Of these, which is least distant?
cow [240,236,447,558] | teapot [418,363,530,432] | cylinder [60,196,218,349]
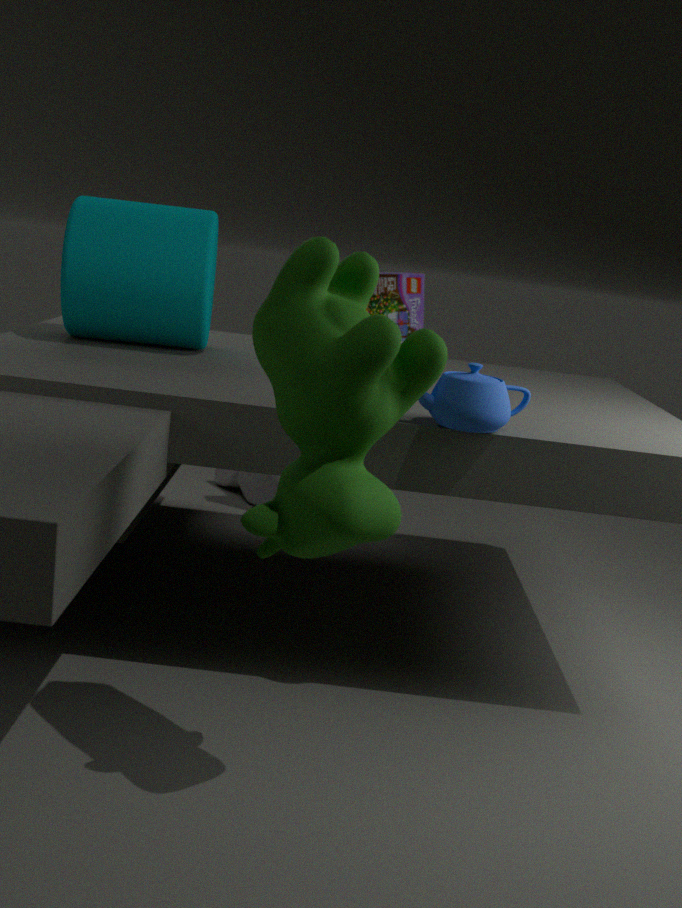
cow [240,236,447,558]
